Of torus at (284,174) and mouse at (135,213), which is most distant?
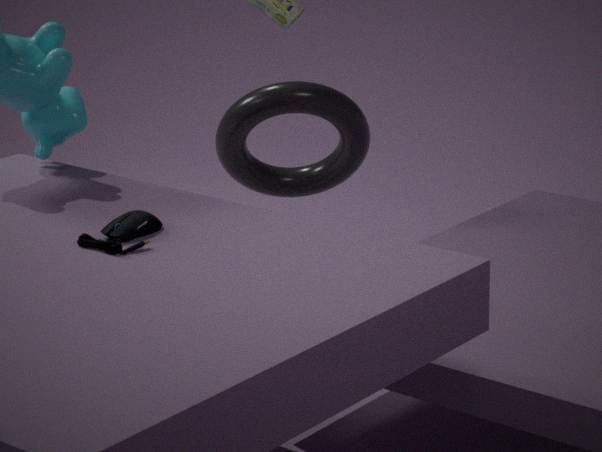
torus at (284,174)
